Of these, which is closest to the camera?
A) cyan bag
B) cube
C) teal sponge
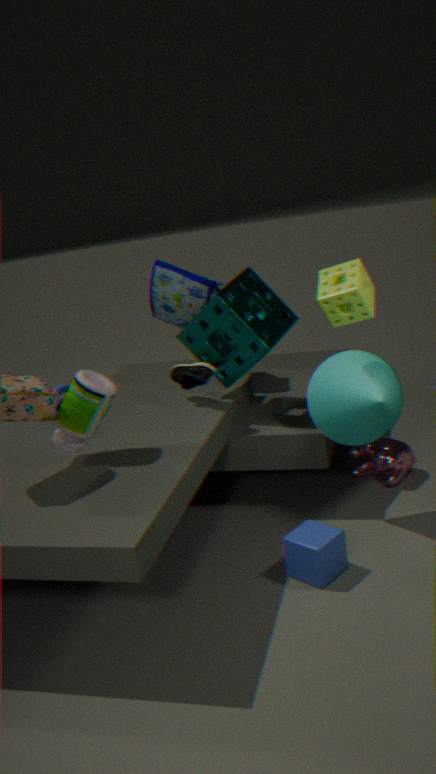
cube
